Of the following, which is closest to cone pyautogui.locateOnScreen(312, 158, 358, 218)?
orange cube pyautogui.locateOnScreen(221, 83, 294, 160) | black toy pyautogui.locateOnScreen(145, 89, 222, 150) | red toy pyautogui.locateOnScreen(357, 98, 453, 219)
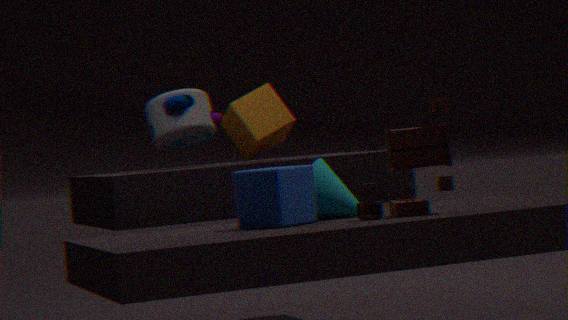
red toy pyautogui.locateOnScreen(357, 98, 453, 219)
